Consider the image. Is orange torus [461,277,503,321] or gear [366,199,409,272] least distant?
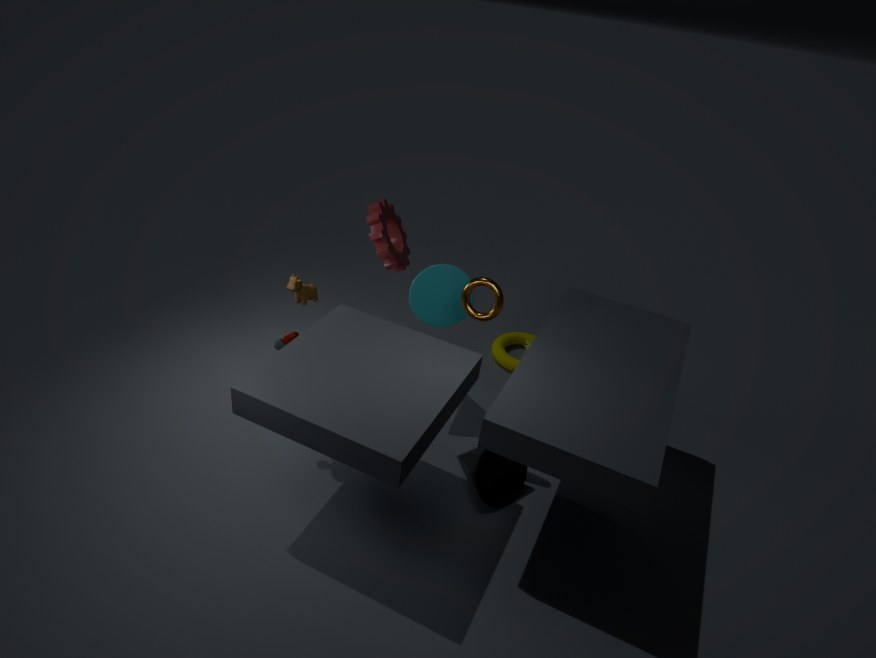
orange torus [461,277,503,321]
